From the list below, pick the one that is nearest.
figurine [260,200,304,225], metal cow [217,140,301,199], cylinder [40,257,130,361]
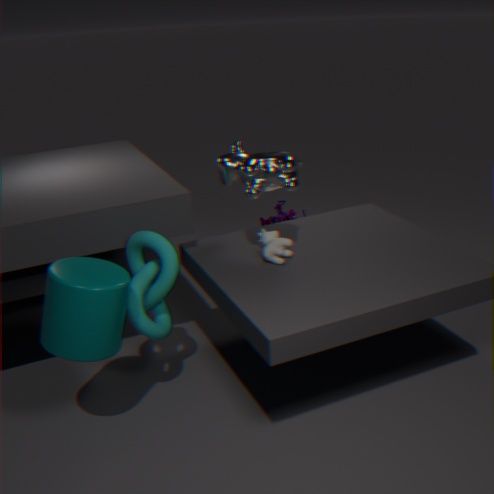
cylinder [40,257,130,361]
